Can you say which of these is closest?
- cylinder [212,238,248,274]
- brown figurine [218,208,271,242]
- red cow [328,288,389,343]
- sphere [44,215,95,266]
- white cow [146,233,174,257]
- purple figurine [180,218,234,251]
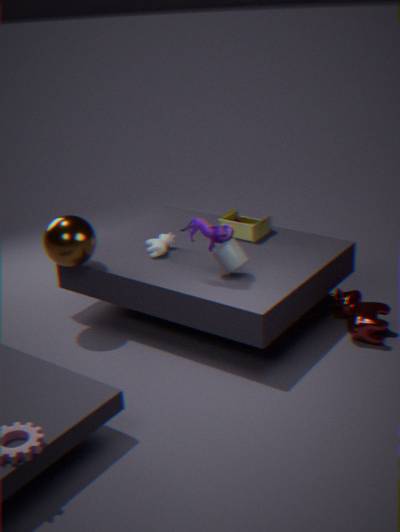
purple figurine [180,218,234,251]
